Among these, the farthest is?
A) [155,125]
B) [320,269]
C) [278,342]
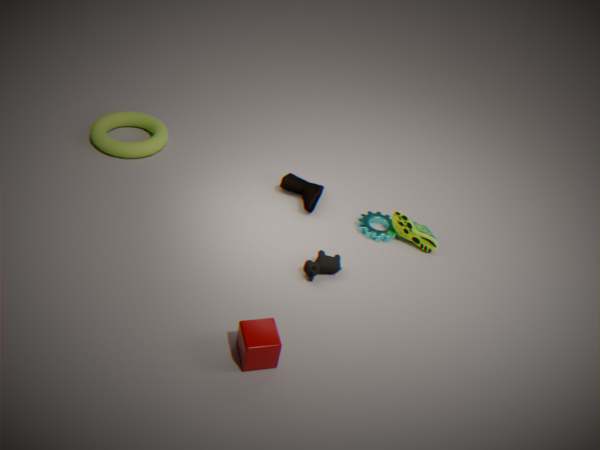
[155,125]
